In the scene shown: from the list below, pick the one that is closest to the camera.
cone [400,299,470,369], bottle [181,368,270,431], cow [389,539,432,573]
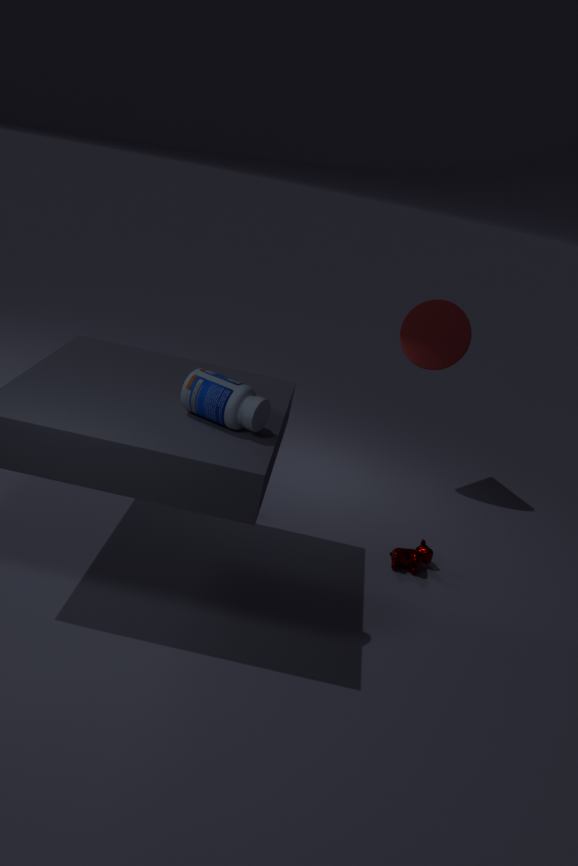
bottle [181,368,270,431]
